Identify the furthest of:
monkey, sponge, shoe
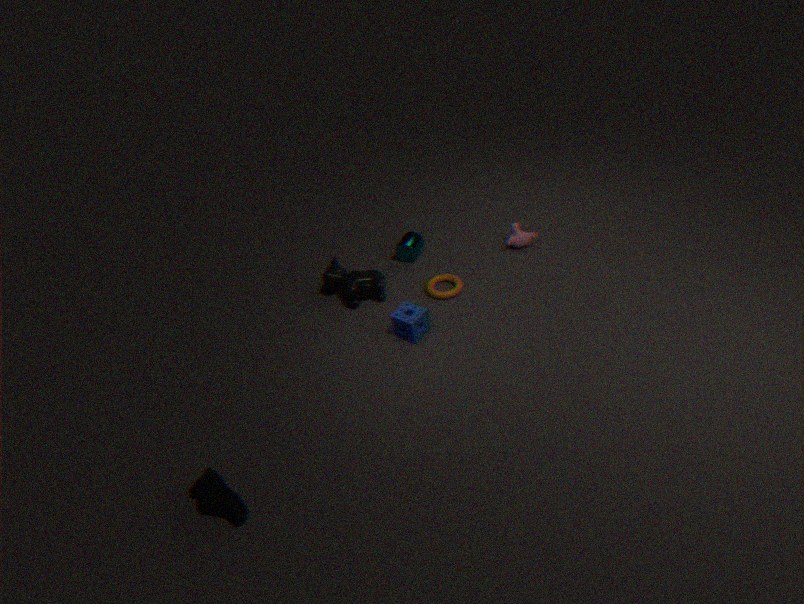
monkey
